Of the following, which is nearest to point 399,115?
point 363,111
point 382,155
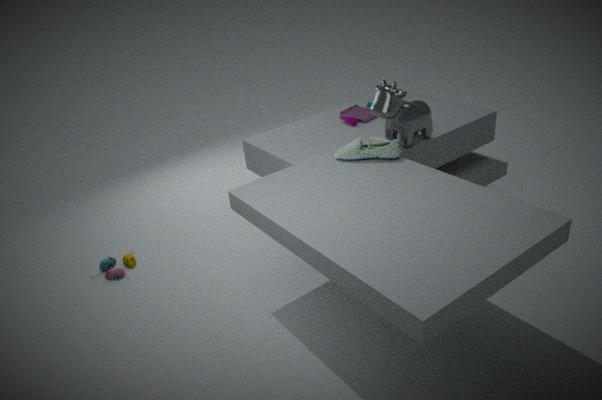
point 382,155
